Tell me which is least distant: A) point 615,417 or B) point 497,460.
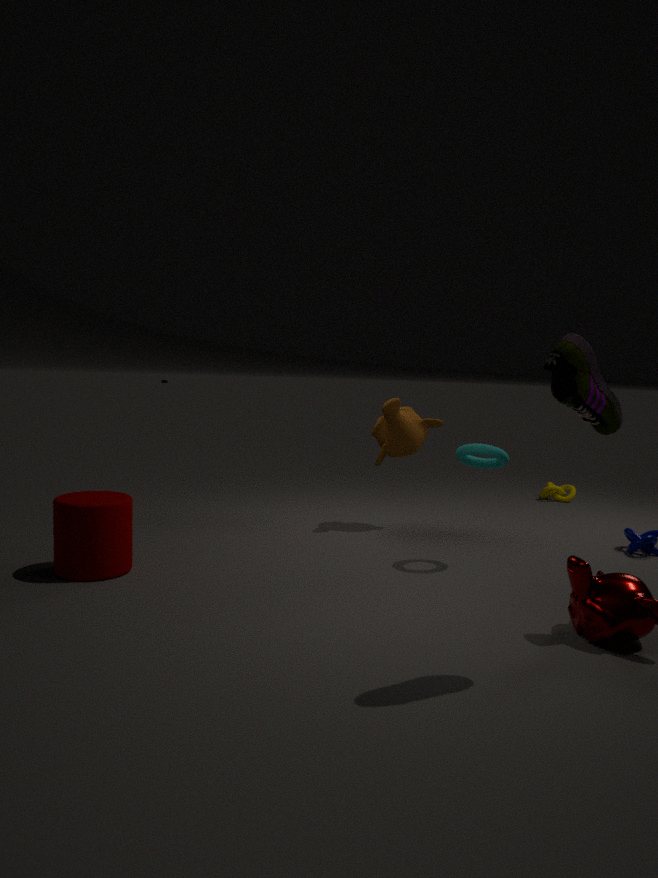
A. point 615,417
